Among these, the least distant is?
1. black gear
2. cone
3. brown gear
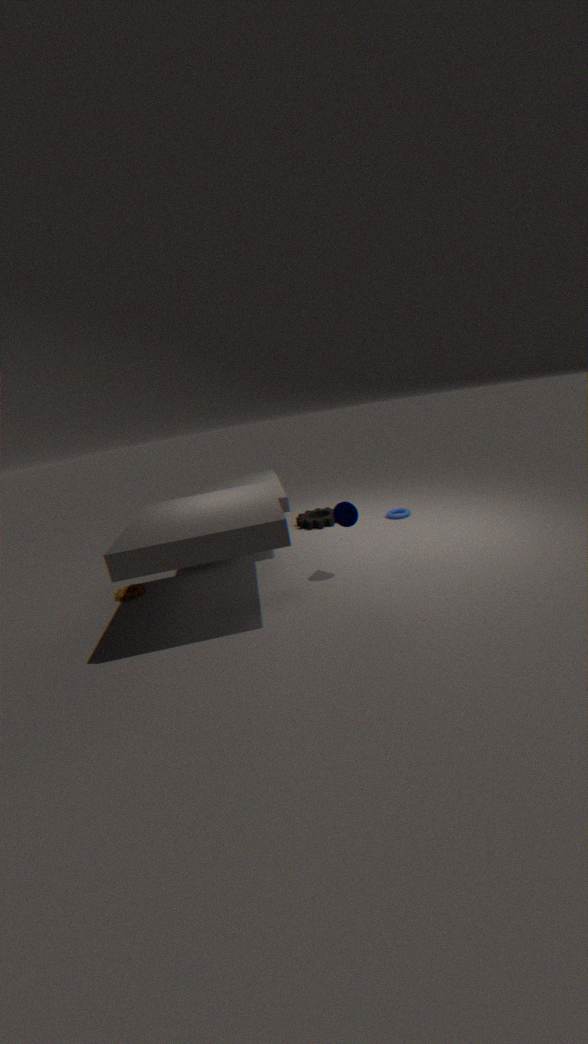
cone
